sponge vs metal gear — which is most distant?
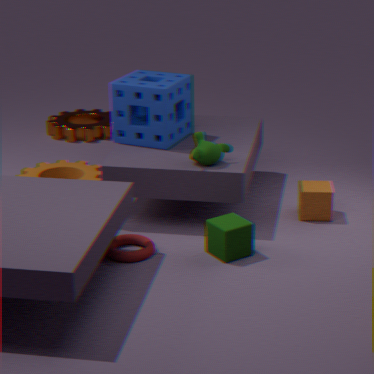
metal gear
